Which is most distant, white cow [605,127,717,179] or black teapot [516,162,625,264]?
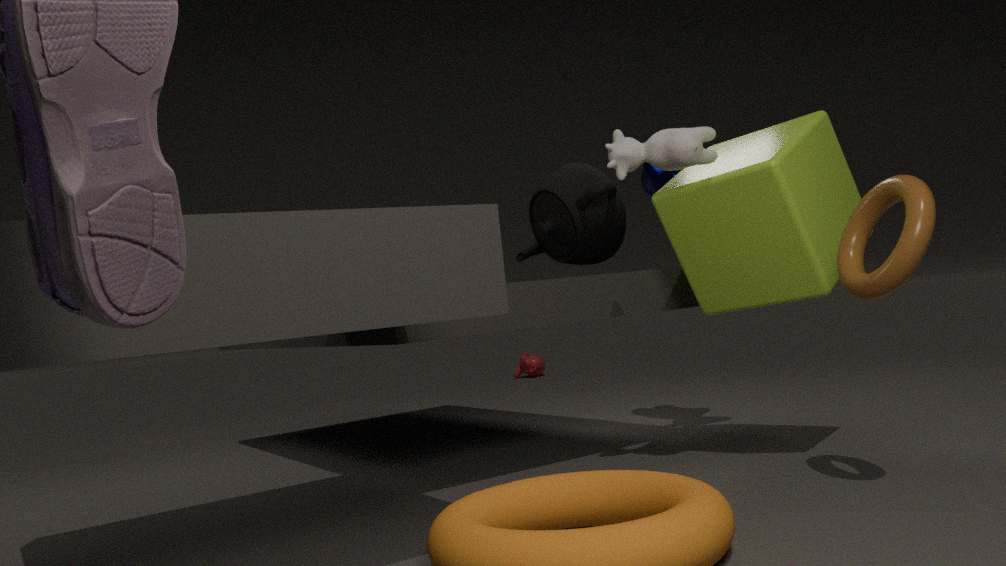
black teapot [516,162,625,264]
